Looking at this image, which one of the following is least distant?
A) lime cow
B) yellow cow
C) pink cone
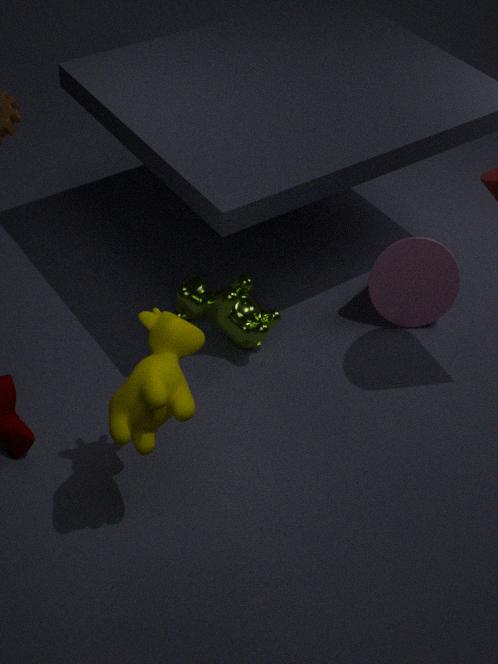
yellow cow
